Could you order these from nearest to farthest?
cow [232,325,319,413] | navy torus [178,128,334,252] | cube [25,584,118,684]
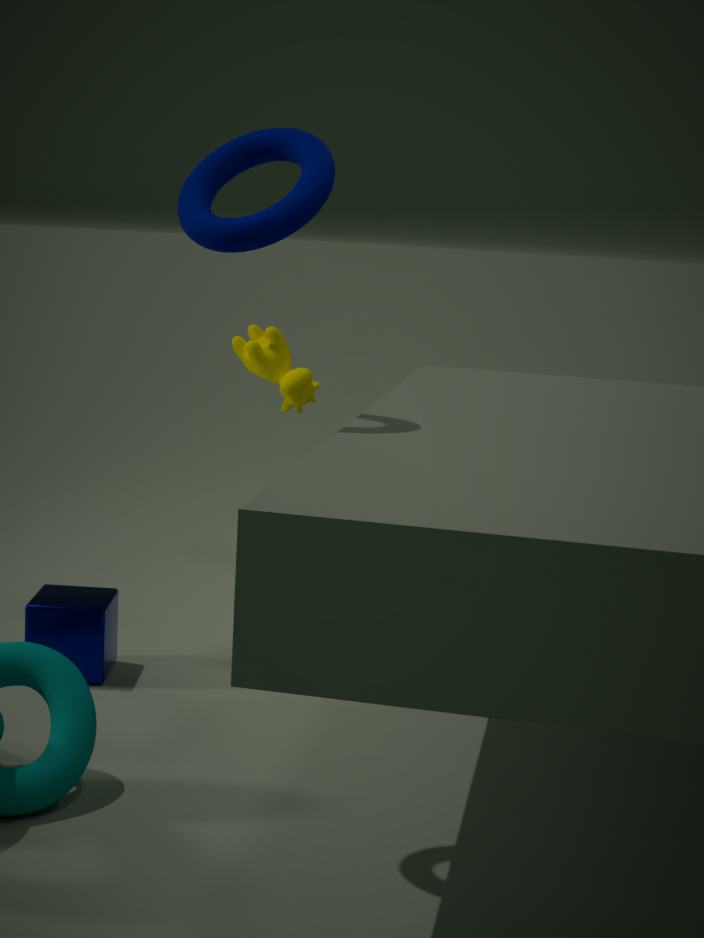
1. navy torus [178,128,334,252]
2. cube [25,584,118,684]
3. cow [232,325,319,413]
